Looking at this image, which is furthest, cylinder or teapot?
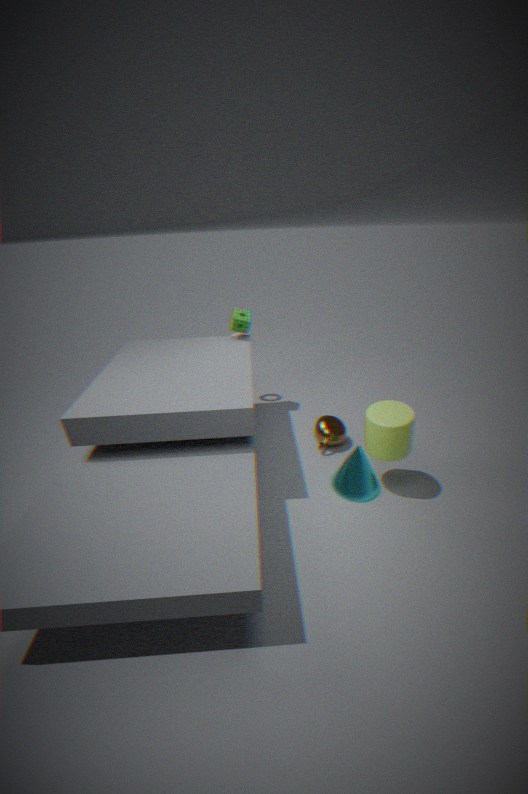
teapot
